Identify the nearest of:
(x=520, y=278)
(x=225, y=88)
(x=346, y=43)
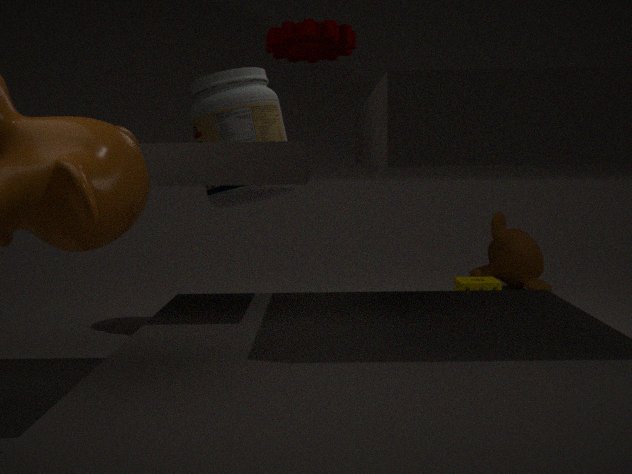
(x=346, y=43)
